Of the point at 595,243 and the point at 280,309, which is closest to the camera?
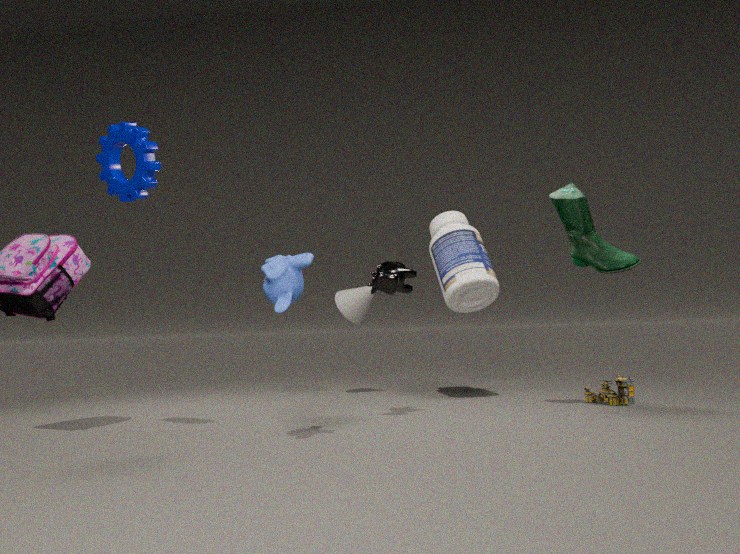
the point at 280,309
